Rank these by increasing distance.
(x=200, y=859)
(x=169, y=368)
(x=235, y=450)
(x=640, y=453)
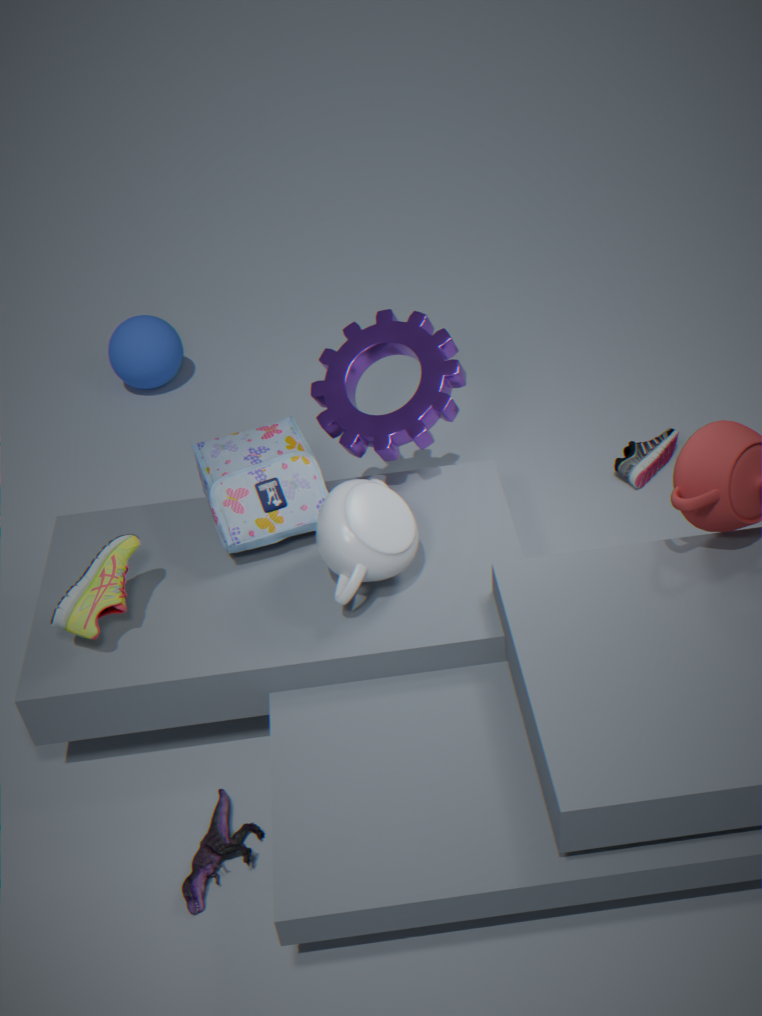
(x=200, y=859), (x=235, y=450), (x=640, y=453), (x=169, y=368)
